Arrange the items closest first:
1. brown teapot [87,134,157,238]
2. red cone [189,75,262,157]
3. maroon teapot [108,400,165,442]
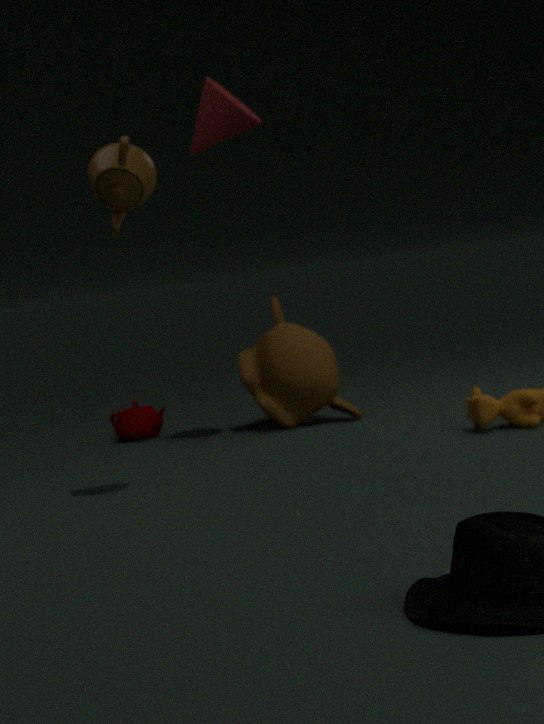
brown teapot [87,134,157,238], red cone [189,75,262,157], maroon teapot [108,400,165,442]
